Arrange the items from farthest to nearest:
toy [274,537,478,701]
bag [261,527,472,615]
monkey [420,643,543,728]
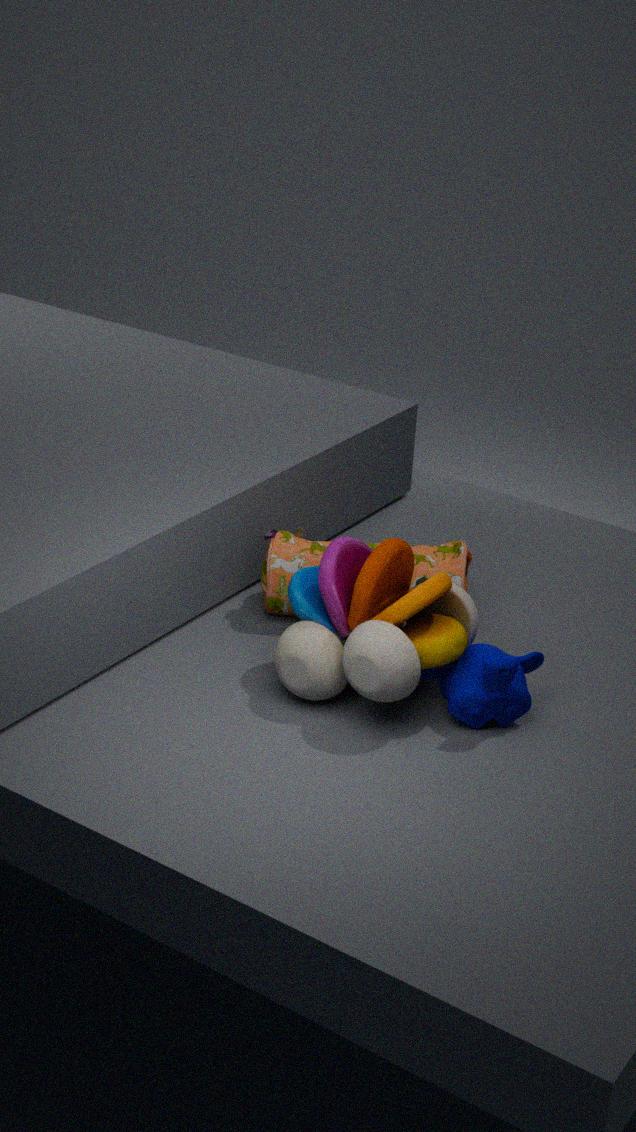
bag [261,527,472,615], monkey [420,643,543,728], toy [274,537,478,701]
